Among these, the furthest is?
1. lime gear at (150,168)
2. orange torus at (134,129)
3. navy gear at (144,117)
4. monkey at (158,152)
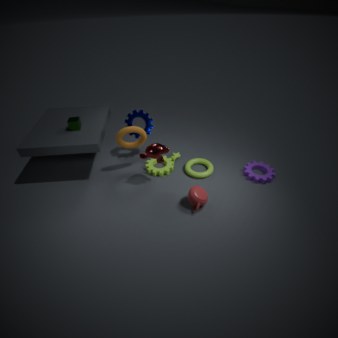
navy gear at (144,117)
